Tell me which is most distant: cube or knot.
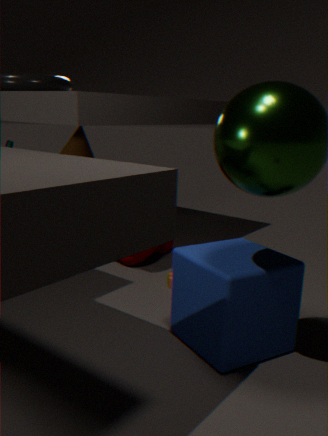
knot
